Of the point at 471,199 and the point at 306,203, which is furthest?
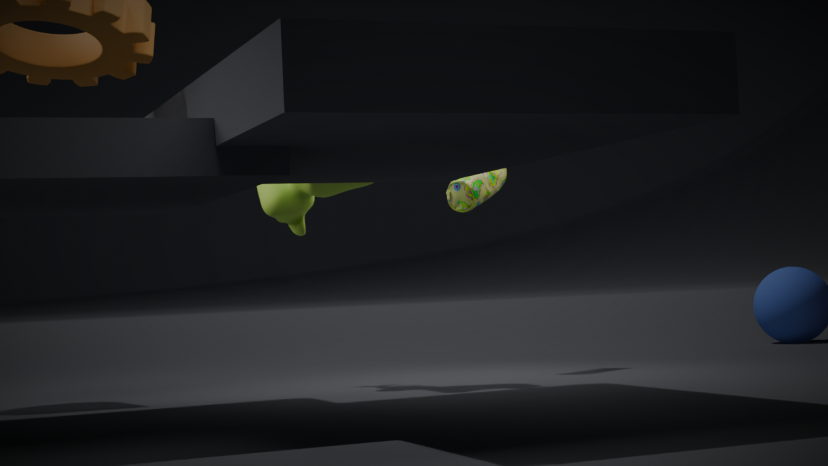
the point at 471,199
